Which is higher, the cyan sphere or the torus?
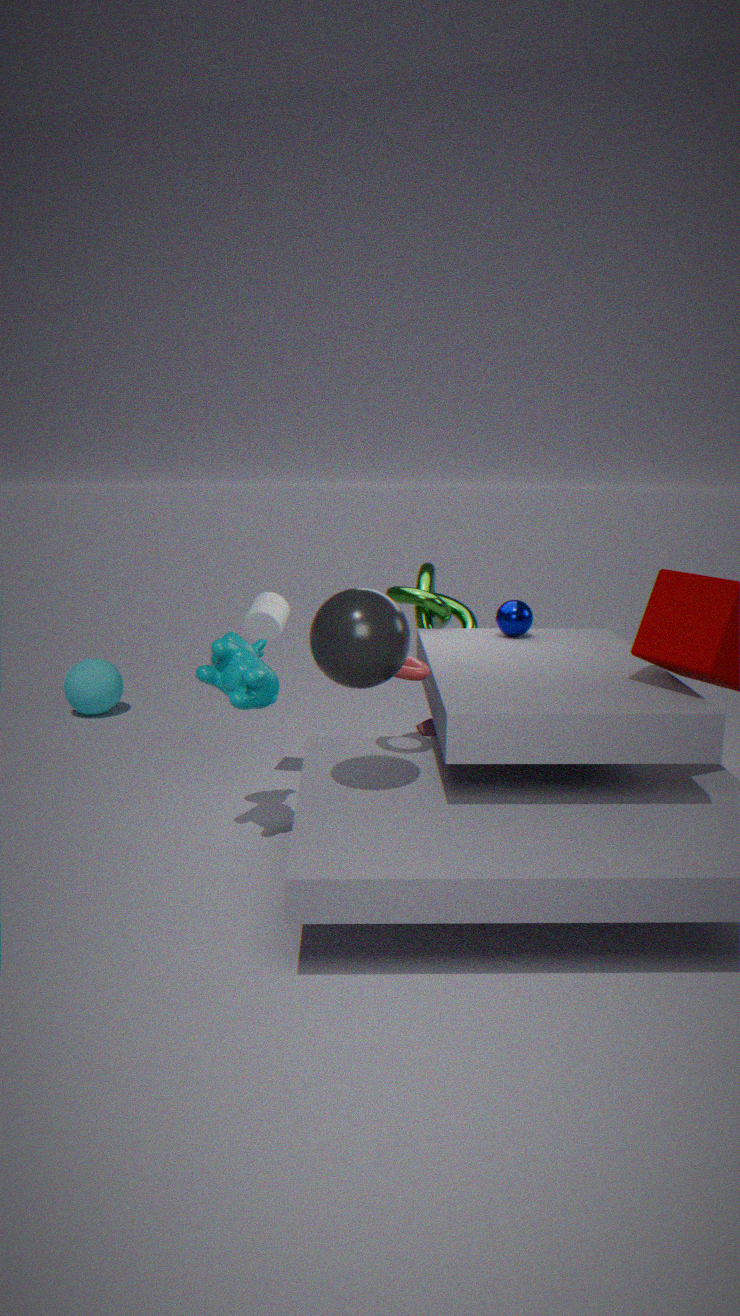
the torus
